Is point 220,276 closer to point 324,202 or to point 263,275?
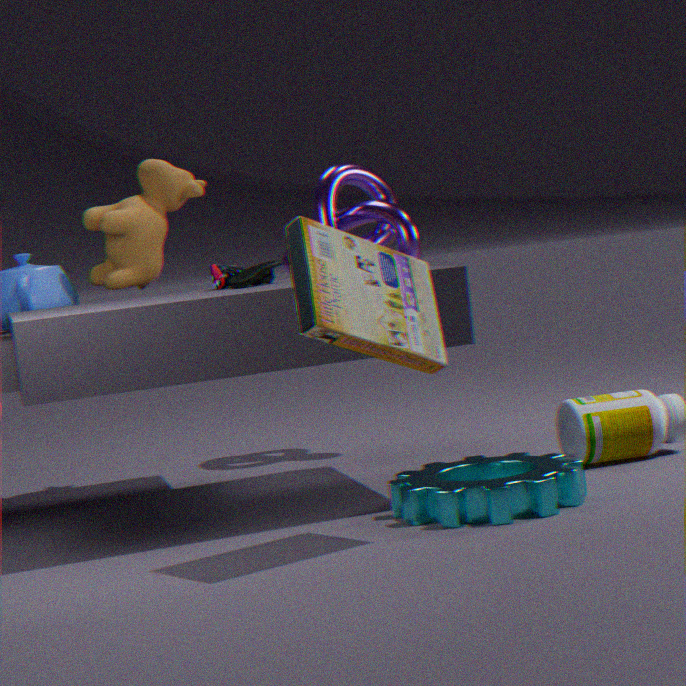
point 263,275
